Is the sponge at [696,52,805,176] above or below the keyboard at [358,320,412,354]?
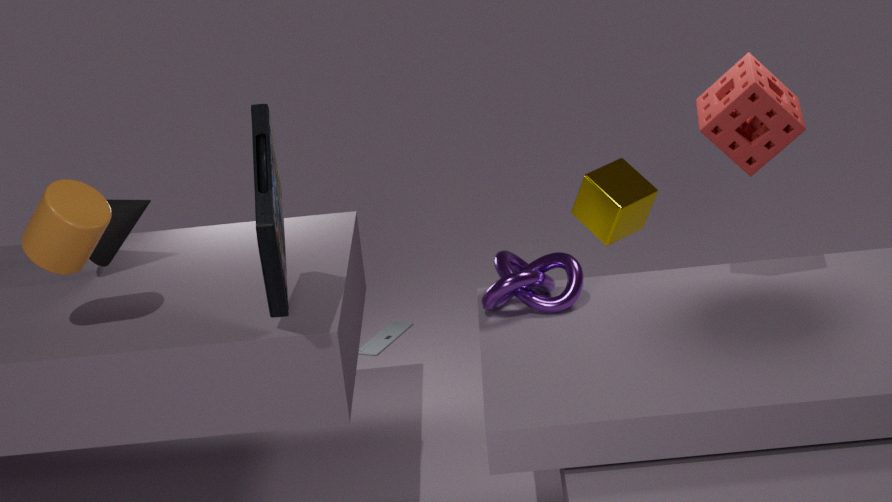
above
